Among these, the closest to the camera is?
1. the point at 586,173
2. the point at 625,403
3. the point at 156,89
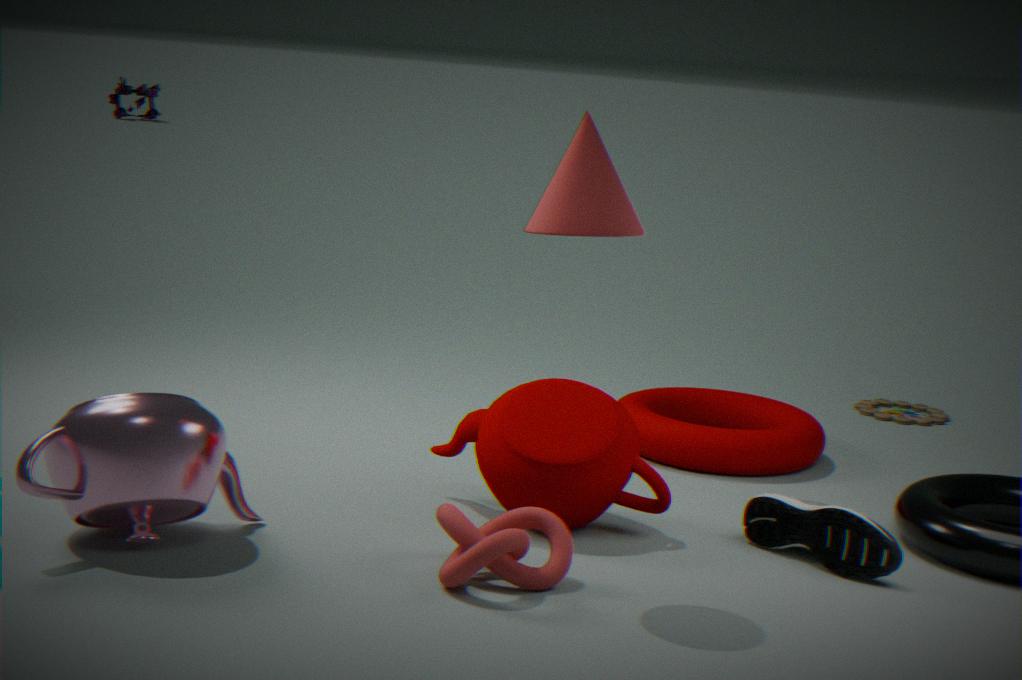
the point at 586,173
